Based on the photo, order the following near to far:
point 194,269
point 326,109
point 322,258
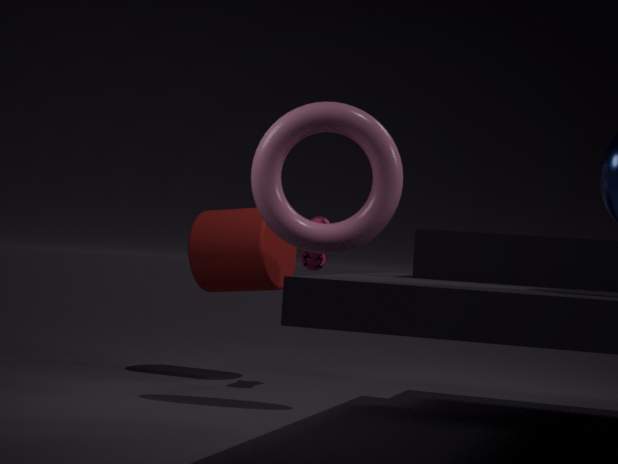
point 326,109, point 322,258, point 194,269
